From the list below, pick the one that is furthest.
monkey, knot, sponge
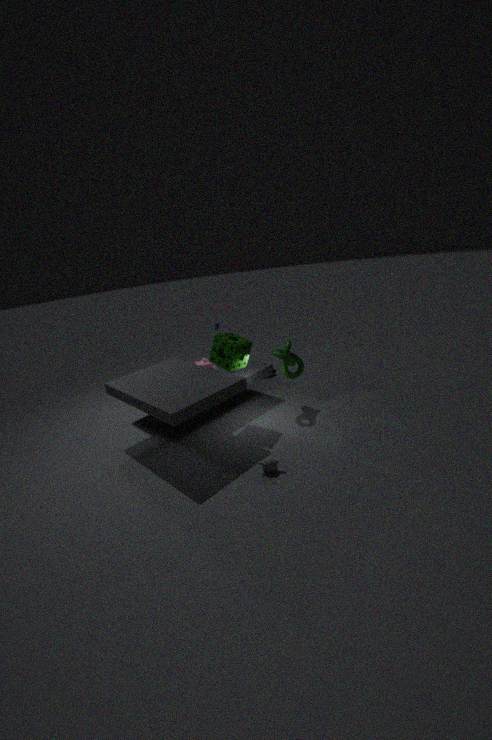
knot
